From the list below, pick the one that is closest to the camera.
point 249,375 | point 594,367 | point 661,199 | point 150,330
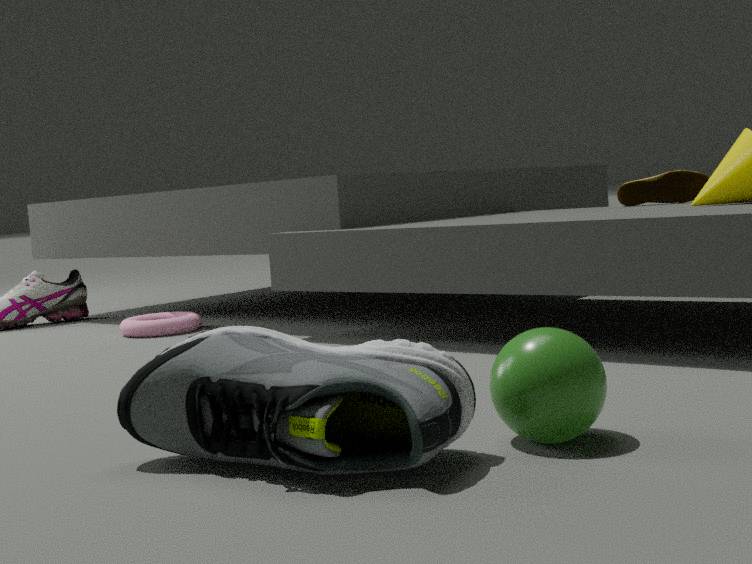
point 249,375
